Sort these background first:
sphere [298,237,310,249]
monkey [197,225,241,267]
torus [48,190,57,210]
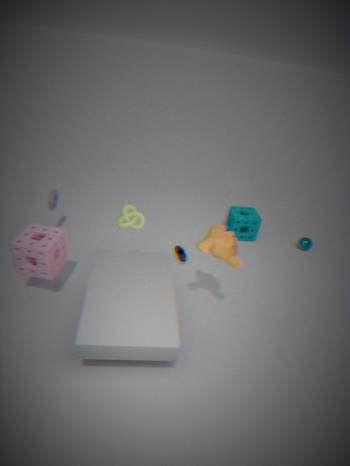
sphere [298,237,310,249] → torus [48,190,57,210] → monkey [197,225,241,267]
